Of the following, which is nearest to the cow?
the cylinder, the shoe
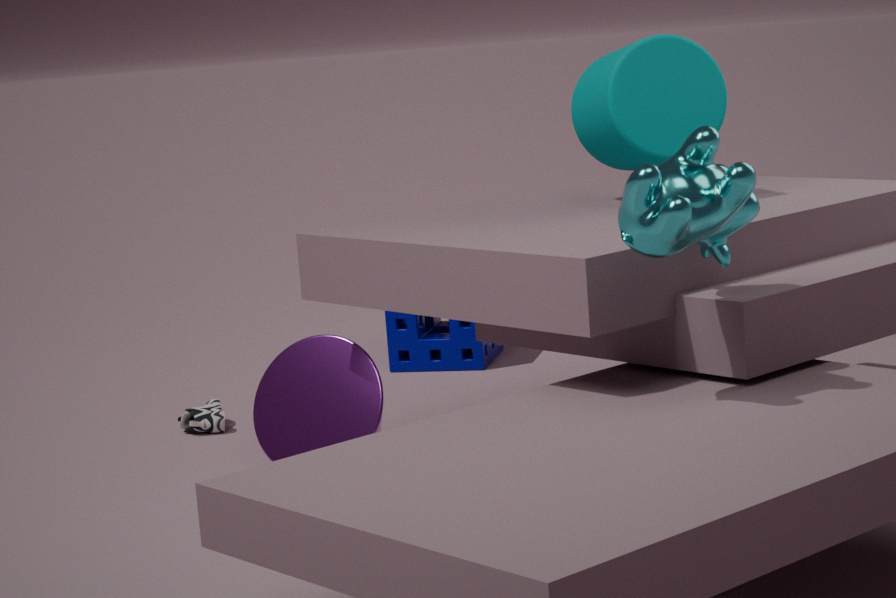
the cylinder
